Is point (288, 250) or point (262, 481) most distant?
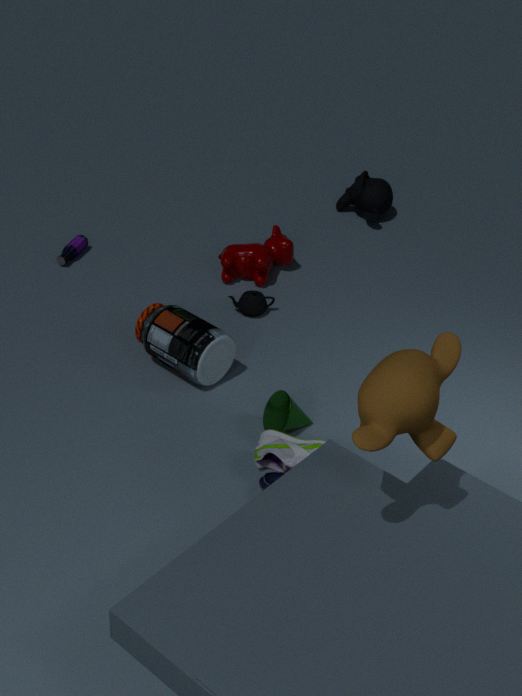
point (288, 250)
